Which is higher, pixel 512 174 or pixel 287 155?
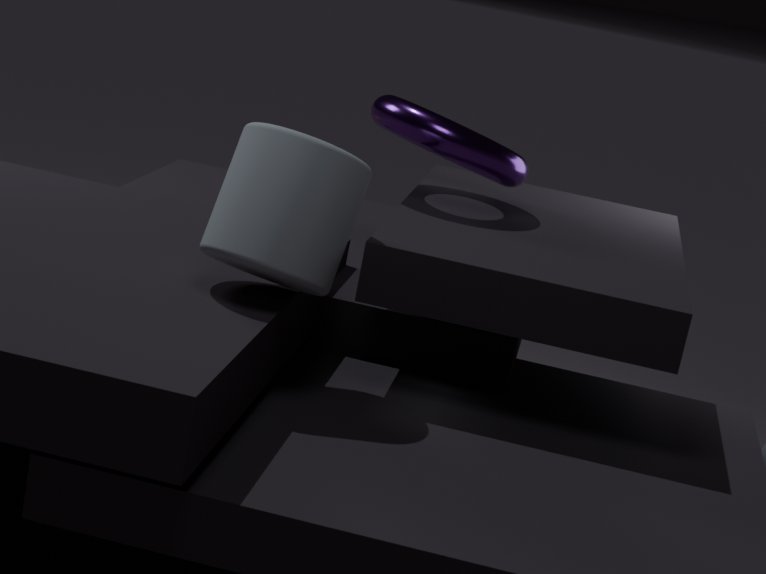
pixel 512 174
